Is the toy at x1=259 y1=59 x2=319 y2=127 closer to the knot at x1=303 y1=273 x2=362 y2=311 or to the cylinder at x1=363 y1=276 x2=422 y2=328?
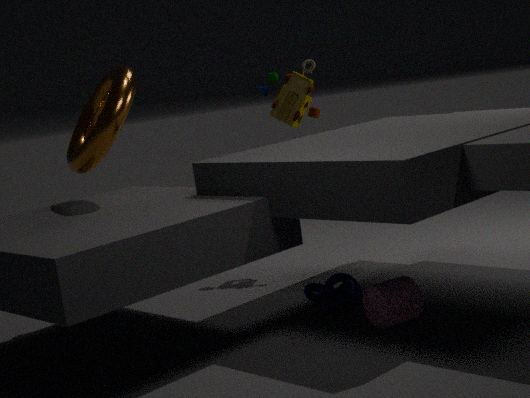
the knot at x1=303 y1=273 x2=362 y2=311
